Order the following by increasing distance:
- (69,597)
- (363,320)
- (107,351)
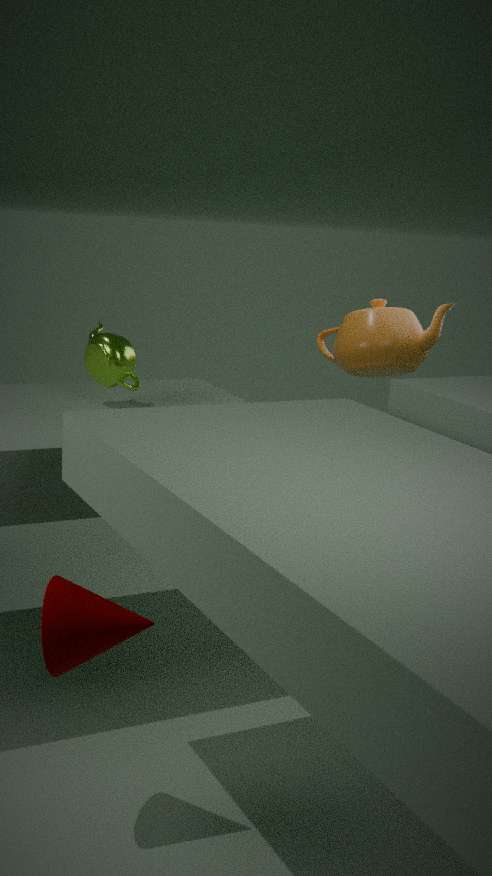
(69,597) < (107,351) < (363,320)
